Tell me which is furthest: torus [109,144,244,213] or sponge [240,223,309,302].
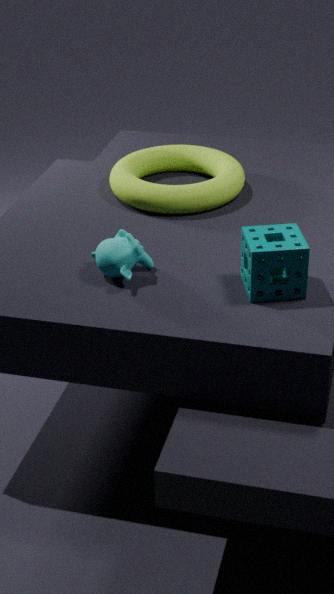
torus [109,144,244,213]
